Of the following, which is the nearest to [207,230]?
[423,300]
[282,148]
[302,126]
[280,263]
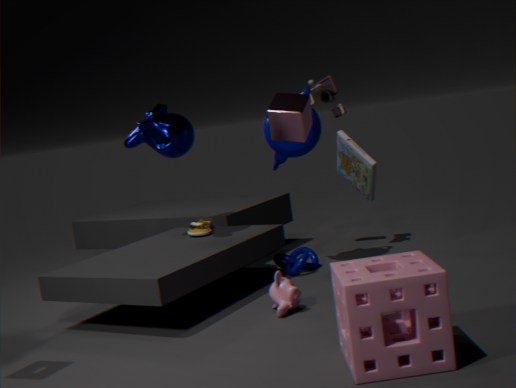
[280,263]
